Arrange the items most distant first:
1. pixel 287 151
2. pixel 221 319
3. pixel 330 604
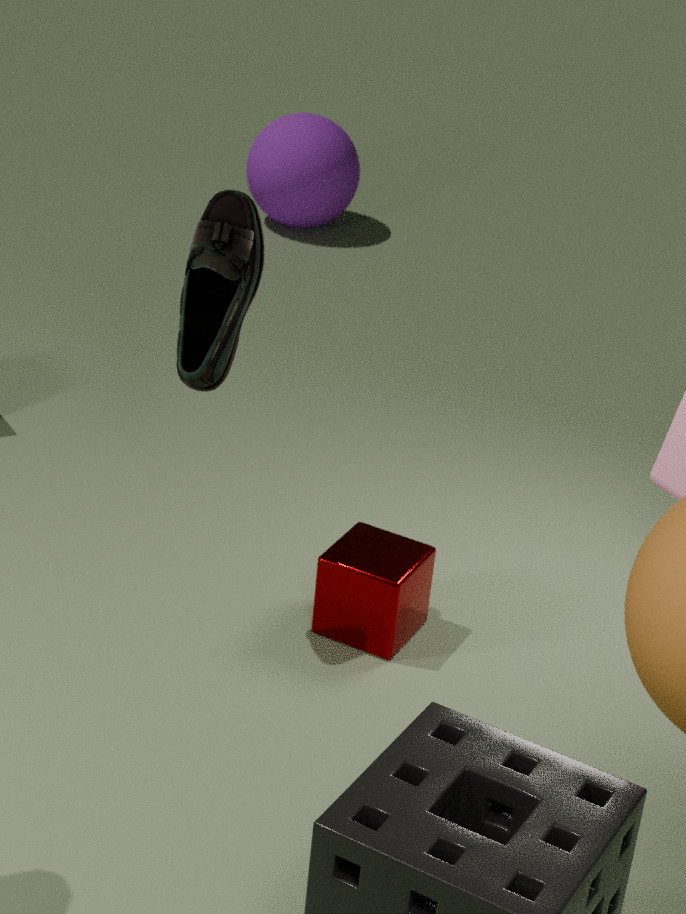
pixel 287 151 → pixel 330 604 → pixel 221 319
